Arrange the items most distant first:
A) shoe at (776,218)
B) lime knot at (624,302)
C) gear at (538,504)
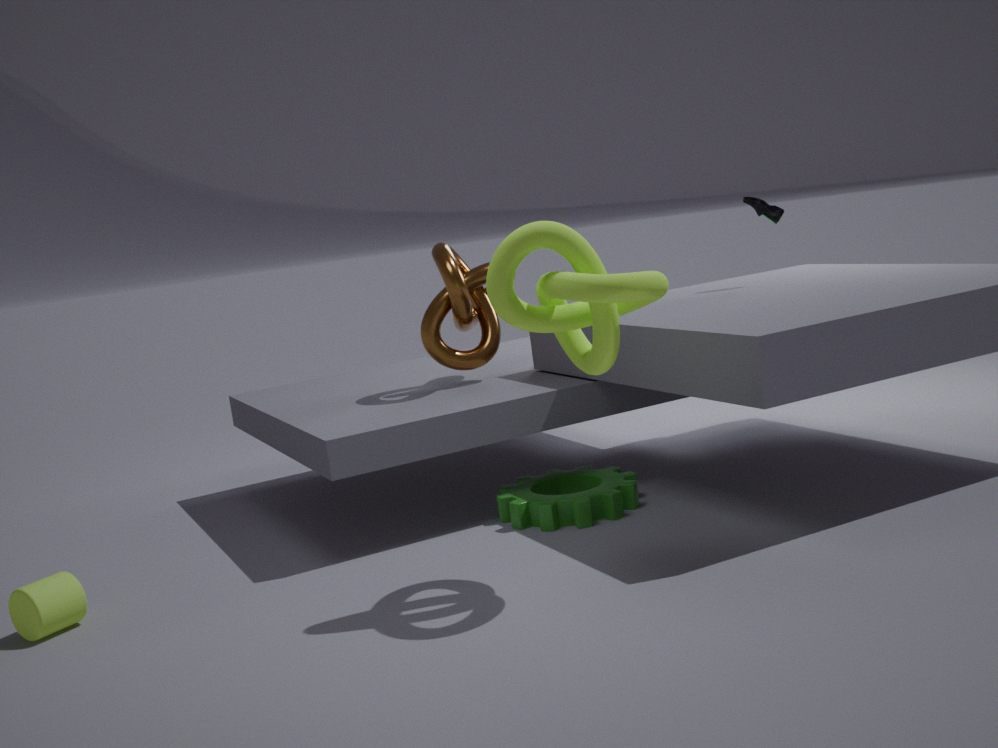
shoe at (776,218)
gear at (538,504)
lime knot at (624,302)
